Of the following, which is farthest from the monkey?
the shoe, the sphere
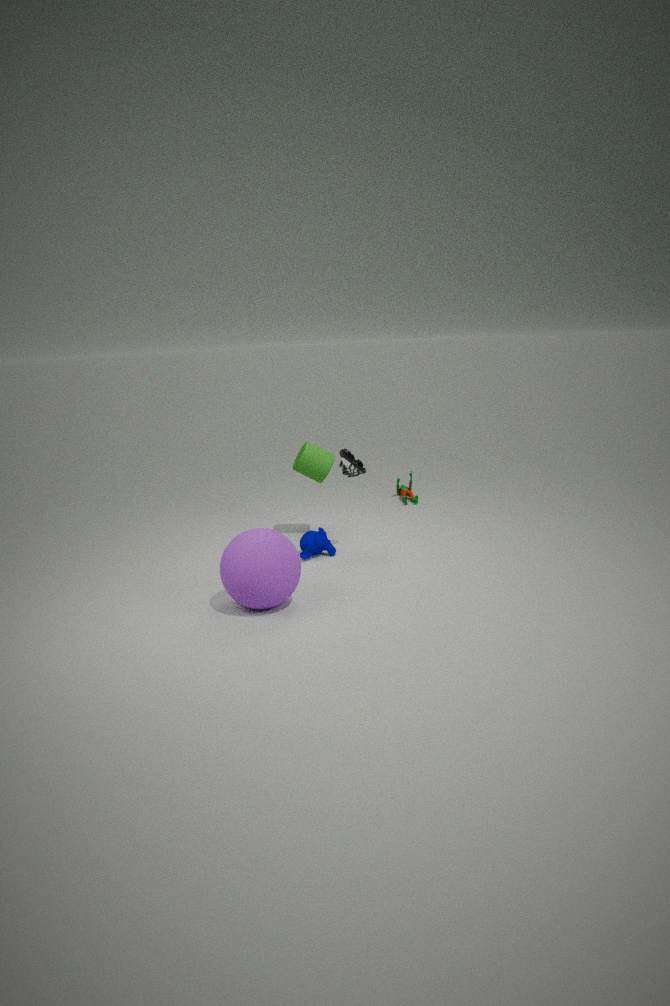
the sphere
